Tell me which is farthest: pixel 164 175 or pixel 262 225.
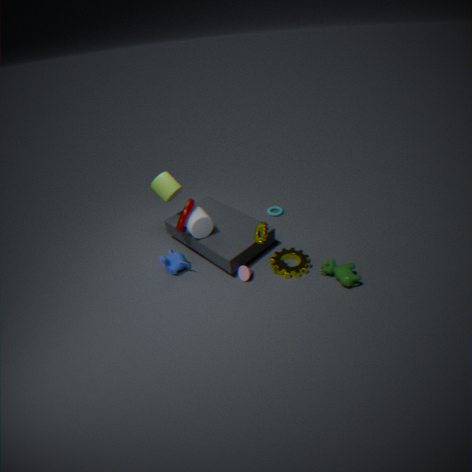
pixel 164 175
